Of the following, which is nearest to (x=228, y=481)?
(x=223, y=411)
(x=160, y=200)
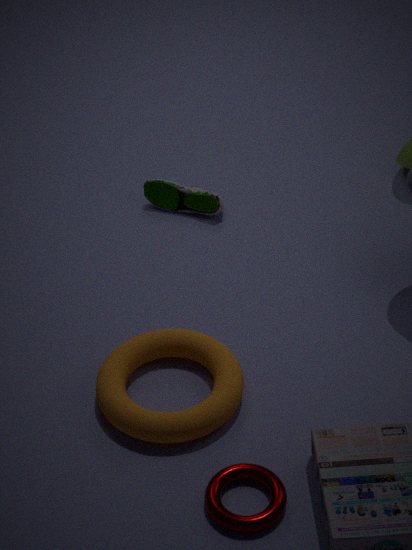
(x=223, y=411)
